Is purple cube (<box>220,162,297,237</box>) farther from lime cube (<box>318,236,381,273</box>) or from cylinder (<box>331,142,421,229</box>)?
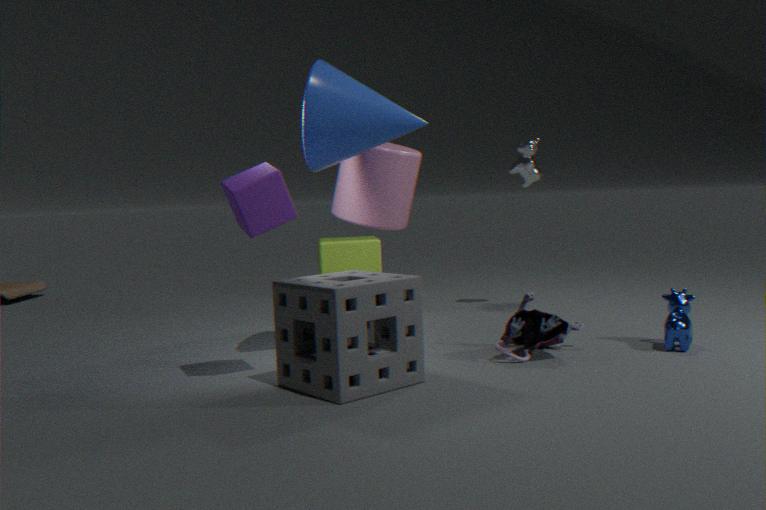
lime cube (<box>318,236,381,273</box>)
